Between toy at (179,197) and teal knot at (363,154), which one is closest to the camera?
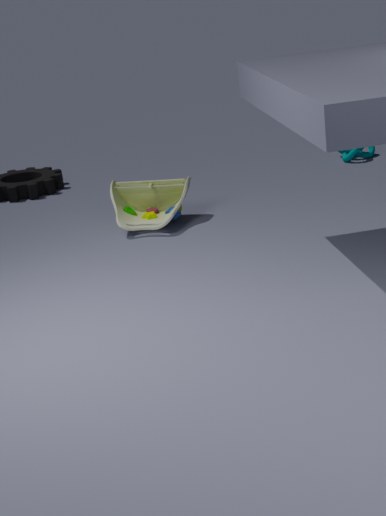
toy at (179,197)
